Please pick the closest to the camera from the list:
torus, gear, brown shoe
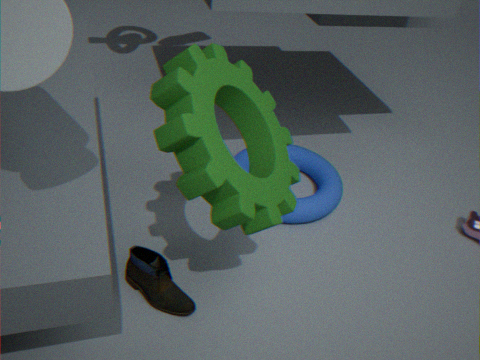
gear
